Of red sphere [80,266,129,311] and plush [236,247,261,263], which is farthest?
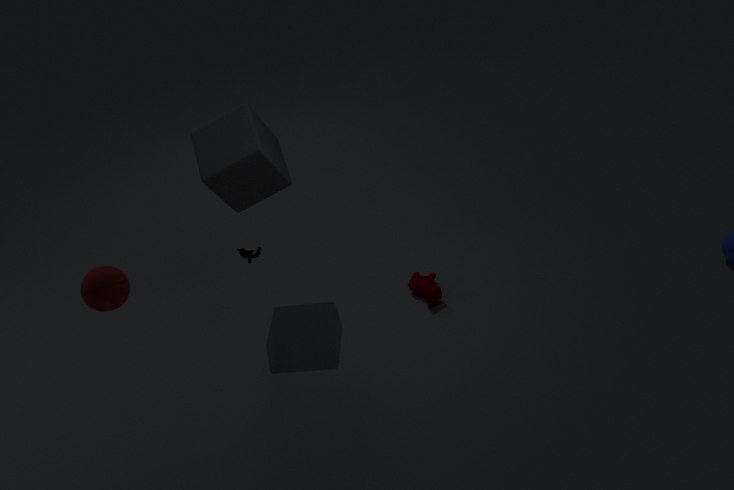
plush [236,247,261,263]
